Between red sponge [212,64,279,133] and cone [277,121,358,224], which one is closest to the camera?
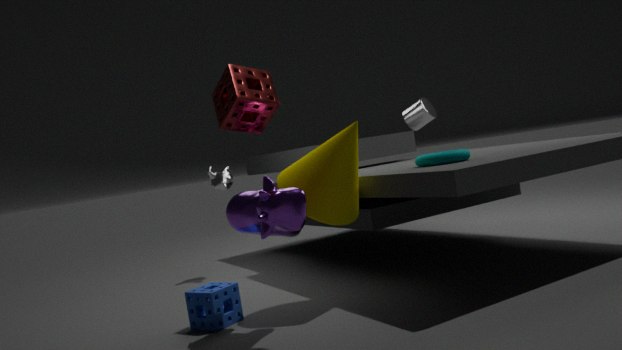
red sponge [212,64,279,133]
